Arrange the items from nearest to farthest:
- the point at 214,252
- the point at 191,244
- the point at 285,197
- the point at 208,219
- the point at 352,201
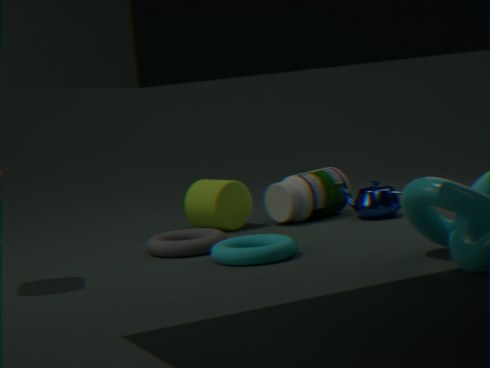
1. the point at 214,252
2. the point at 191,244
3. the point at 285,197
4. the point at 208,219
5. the point at 352,201
